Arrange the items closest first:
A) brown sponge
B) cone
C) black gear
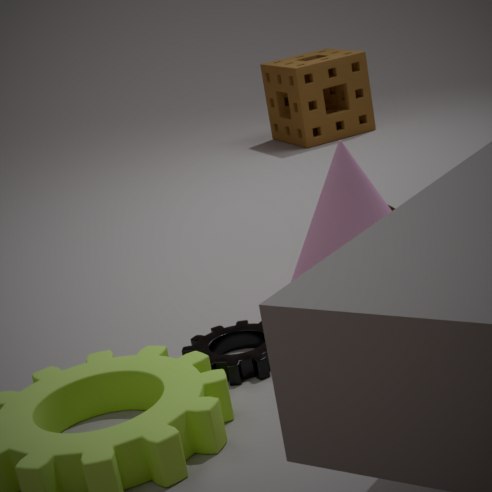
black gear < cone < brown sponge
